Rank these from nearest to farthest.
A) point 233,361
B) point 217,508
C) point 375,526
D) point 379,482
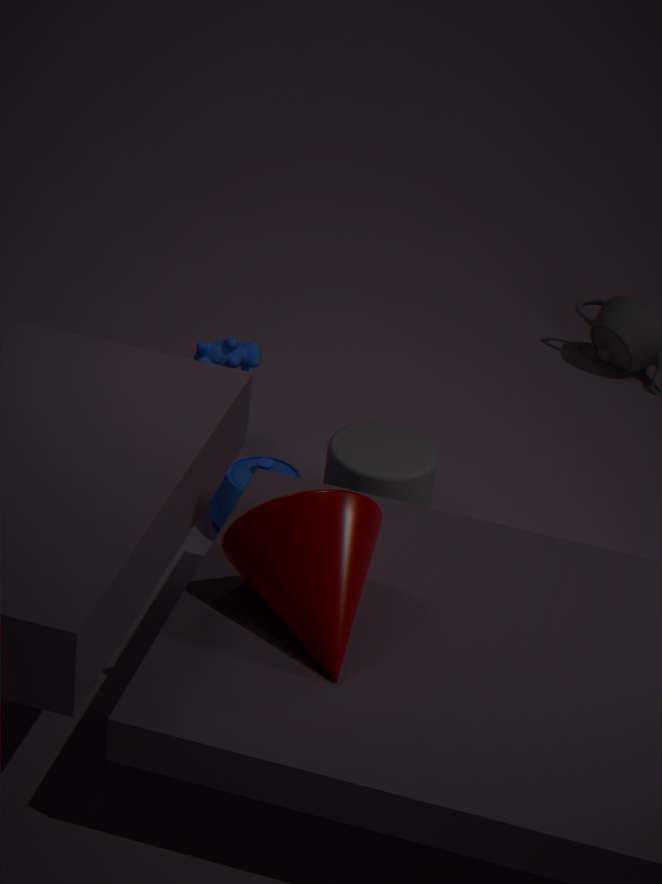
point 375,526, point 379,482, point 233,361, point 217,508
